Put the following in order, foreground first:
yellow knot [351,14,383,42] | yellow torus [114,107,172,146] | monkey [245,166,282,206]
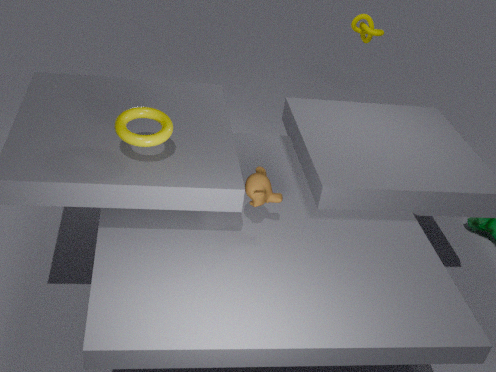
yellow torus [114,107,172,146], monkey [245,166,282,206], yellow knot [351,14,383,42]
